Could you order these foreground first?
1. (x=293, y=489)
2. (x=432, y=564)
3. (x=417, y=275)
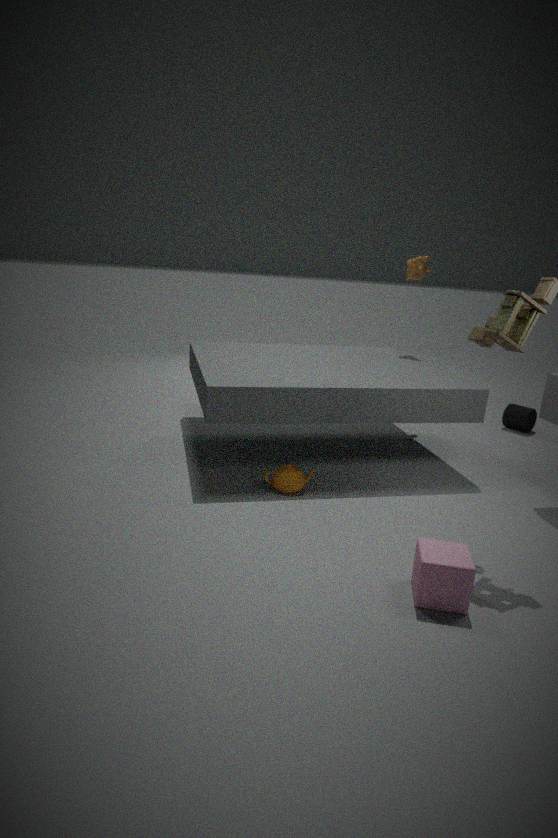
(x=432, y=564) → (x=293, y=489) → (x=417, y=275)
